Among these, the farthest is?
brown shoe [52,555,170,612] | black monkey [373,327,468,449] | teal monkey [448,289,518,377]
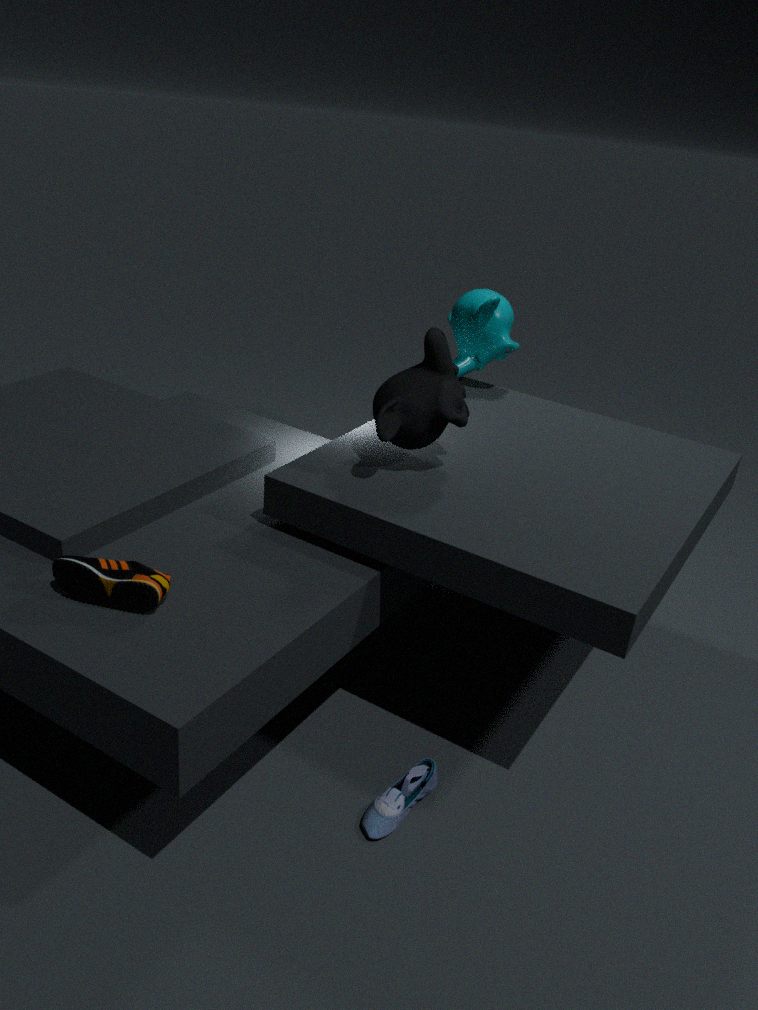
teal monkey [448,289,518,377]
